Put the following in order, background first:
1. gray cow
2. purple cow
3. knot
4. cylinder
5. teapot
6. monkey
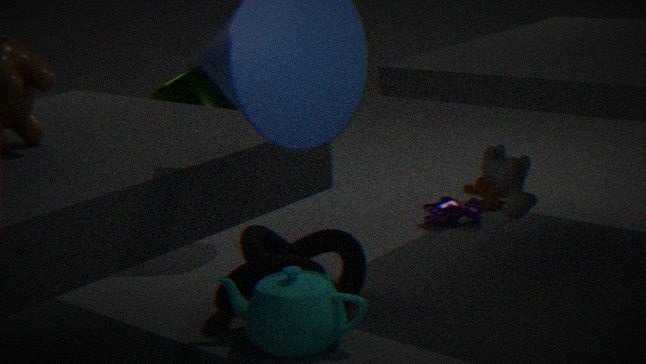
monkey
purple cow
cylinder
knot
gray cow
teapot
